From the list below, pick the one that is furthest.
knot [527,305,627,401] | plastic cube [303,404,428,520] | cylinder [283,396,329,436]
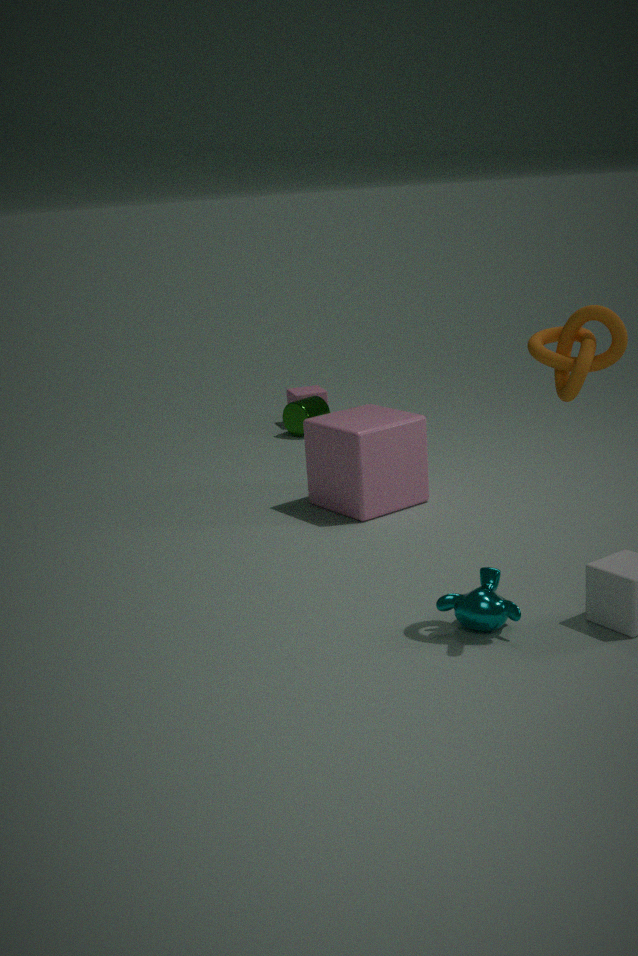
cylinder [283,396,329,436]
